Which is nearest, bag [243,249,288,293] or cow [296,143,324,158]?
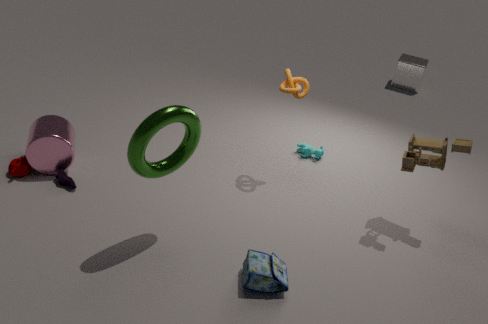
bag [243,249,288,293]
